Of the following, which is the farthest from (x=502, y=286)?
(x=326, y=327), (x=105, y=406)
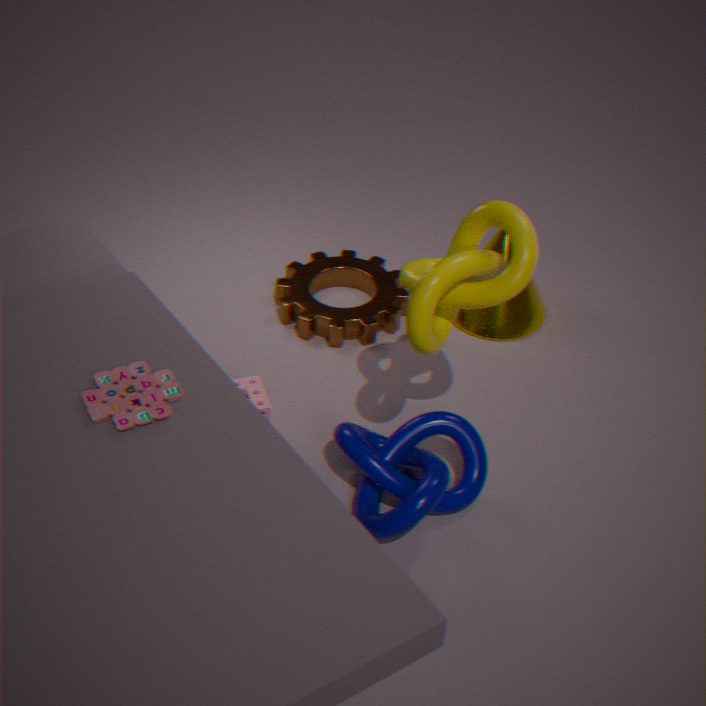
(x=326, y=327)
